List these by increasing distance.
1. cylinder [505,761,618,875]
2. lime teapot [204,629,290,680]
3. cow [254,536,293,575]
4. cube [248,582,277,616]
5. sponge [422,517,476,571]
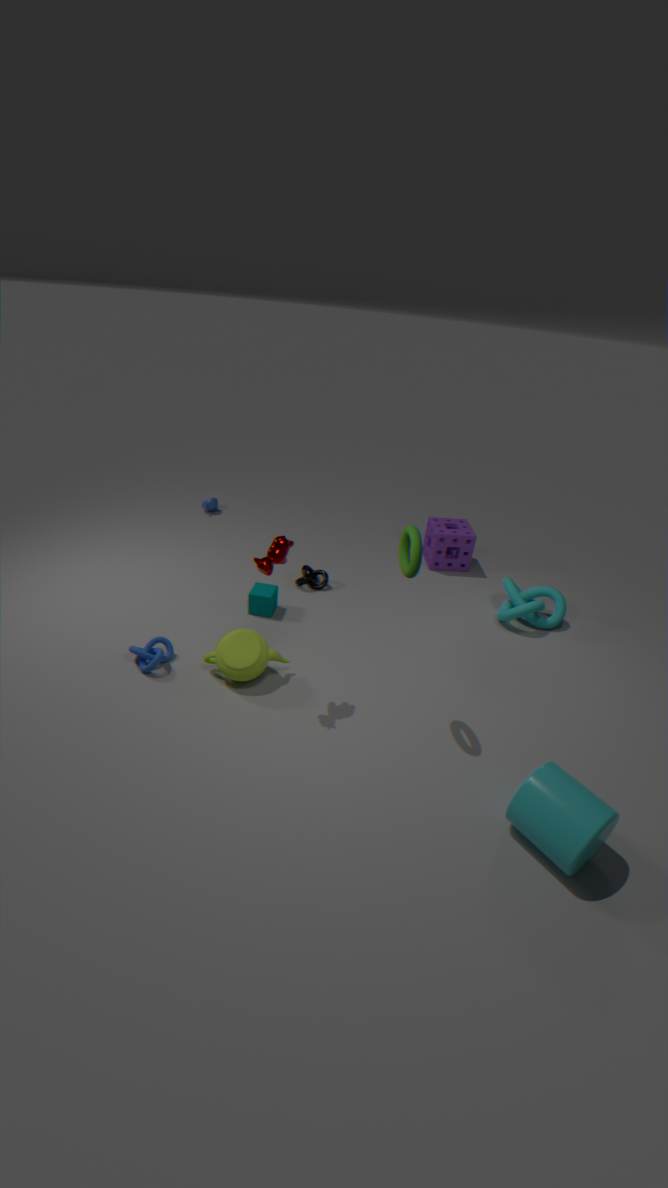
1. cylinder [505,761,618,875]
2. cow [254,536,293,575]
3. lime teapot [204,629,290,680]
4. cube [248,582,277,616]
5. sponge [422,517,476,571]
